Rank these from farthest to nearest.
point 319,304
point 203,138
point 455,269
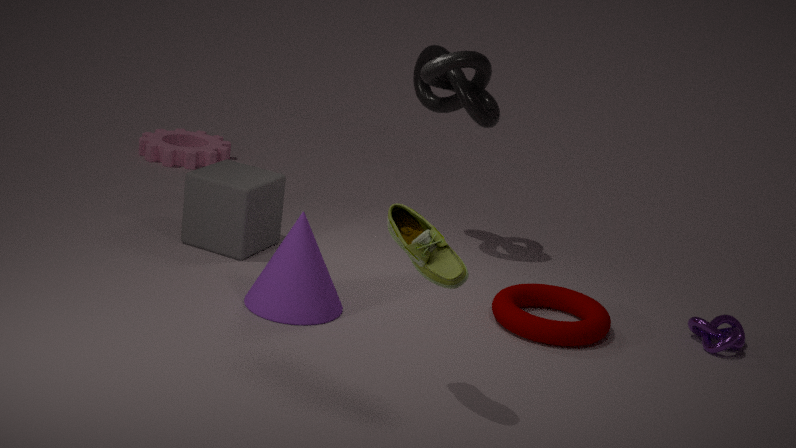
point 203,138 → point 319,304 → point 455,269
